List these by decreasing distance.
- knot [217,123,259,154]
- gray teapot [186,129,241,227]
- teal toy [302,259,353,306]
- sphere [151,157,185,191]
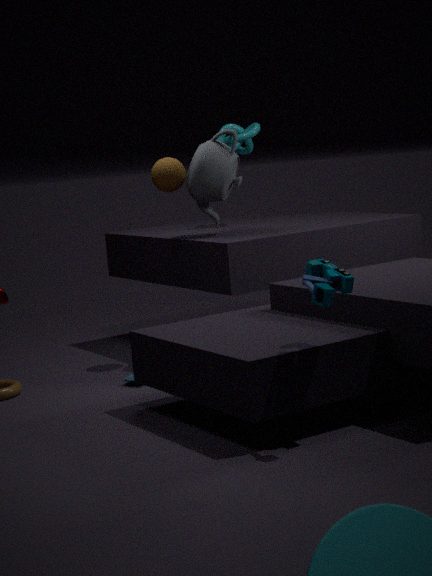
knot [217,123,259,154] → sphere [151,157,185,191] → gray teapot [186,129,241,227] → teal toy [302,259,353,306]
